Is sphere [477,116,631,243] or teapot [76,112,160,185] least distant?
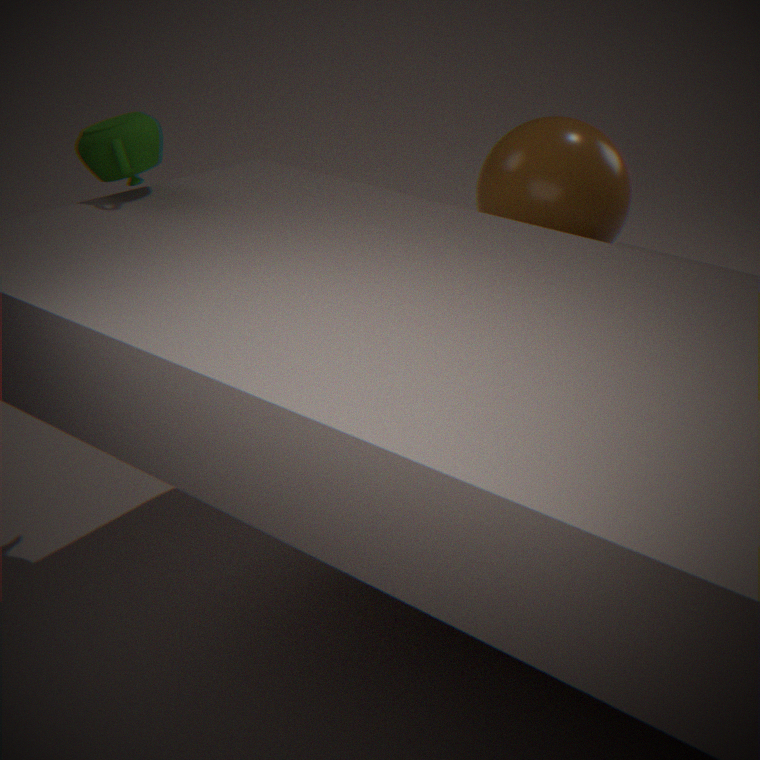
teapot [76,112,160,185]
